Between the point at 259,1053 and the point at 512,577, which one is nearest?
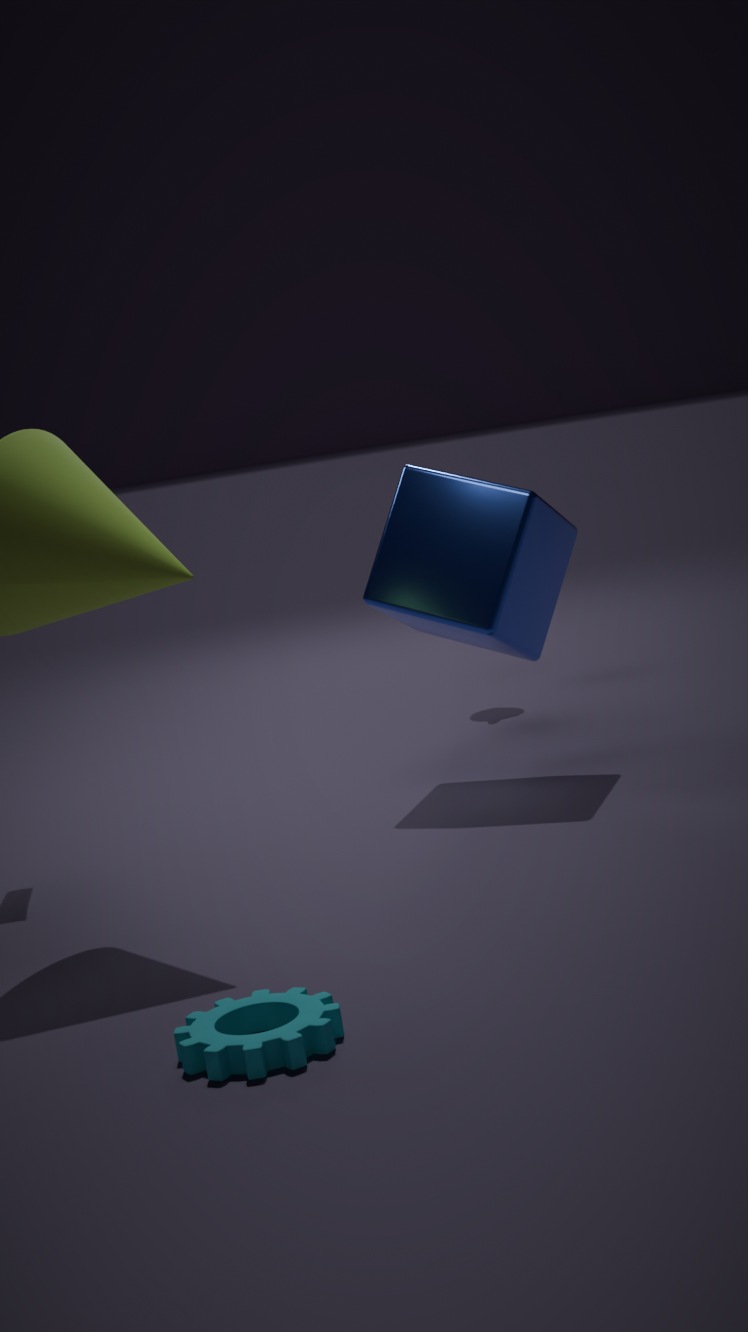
the point at 259,1053
